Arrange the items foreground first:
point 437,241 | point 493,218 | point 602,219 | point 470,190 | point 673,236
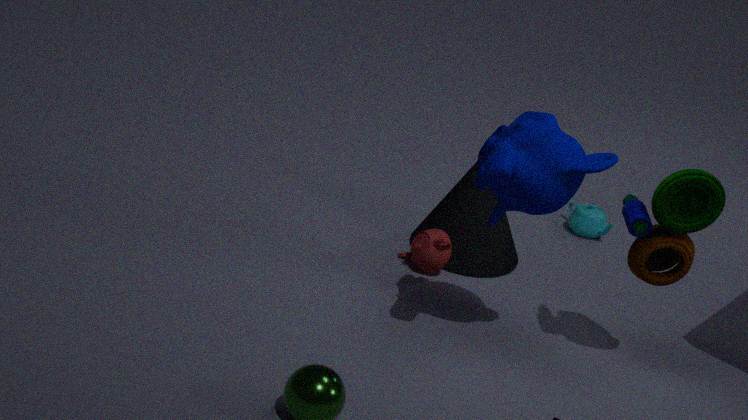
point 673,236, point 493,218, point 437,241, point 470,190, point 602,219
